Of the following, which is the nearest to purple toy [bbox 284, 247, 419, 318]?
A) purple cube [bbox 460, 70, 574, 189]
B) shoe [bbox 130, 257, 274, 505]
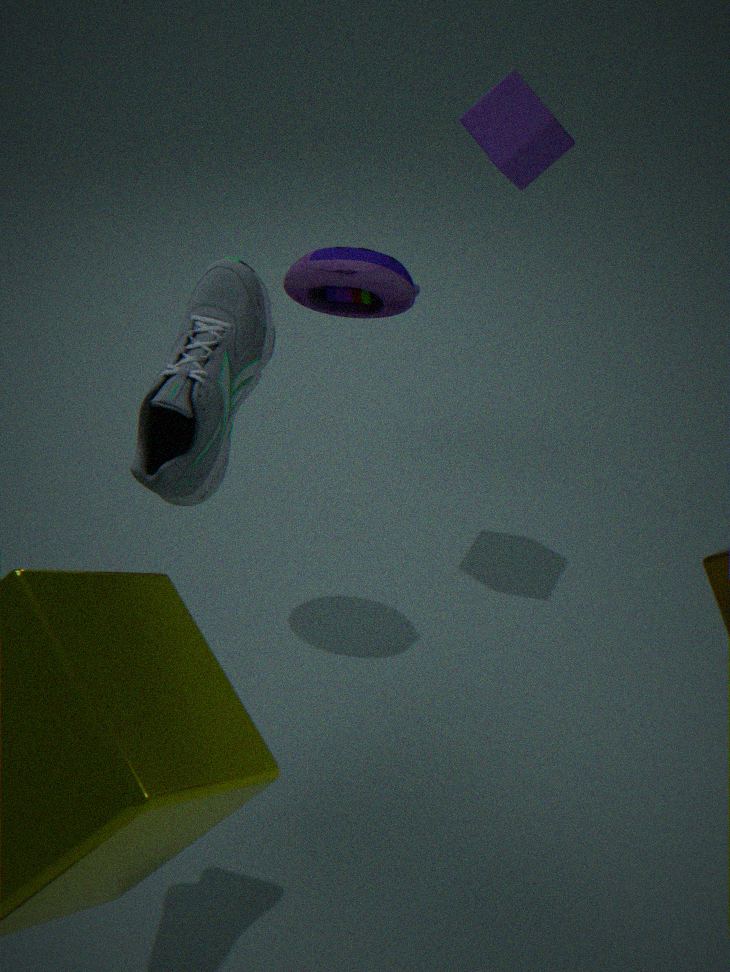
purple cube [bbox 460, 70, 574, 189]
